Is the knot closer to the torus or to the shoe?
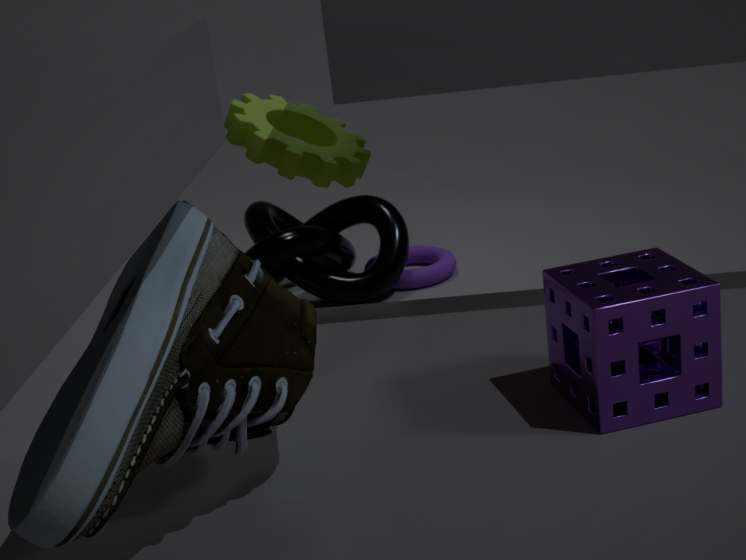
the torus
